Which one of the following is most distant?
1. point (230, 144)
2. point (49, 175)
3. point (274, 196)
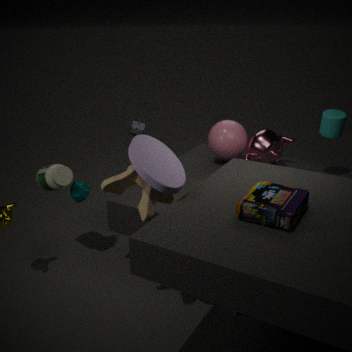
point (230, 144)
